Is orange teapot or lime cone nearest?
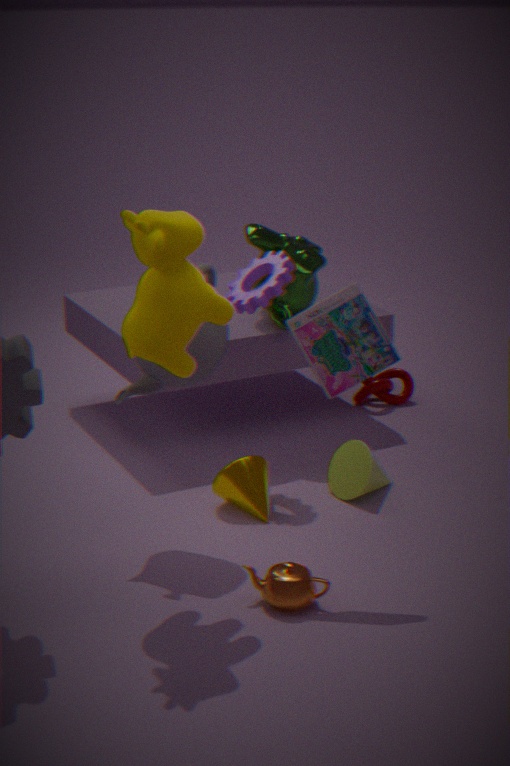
orange teapot
